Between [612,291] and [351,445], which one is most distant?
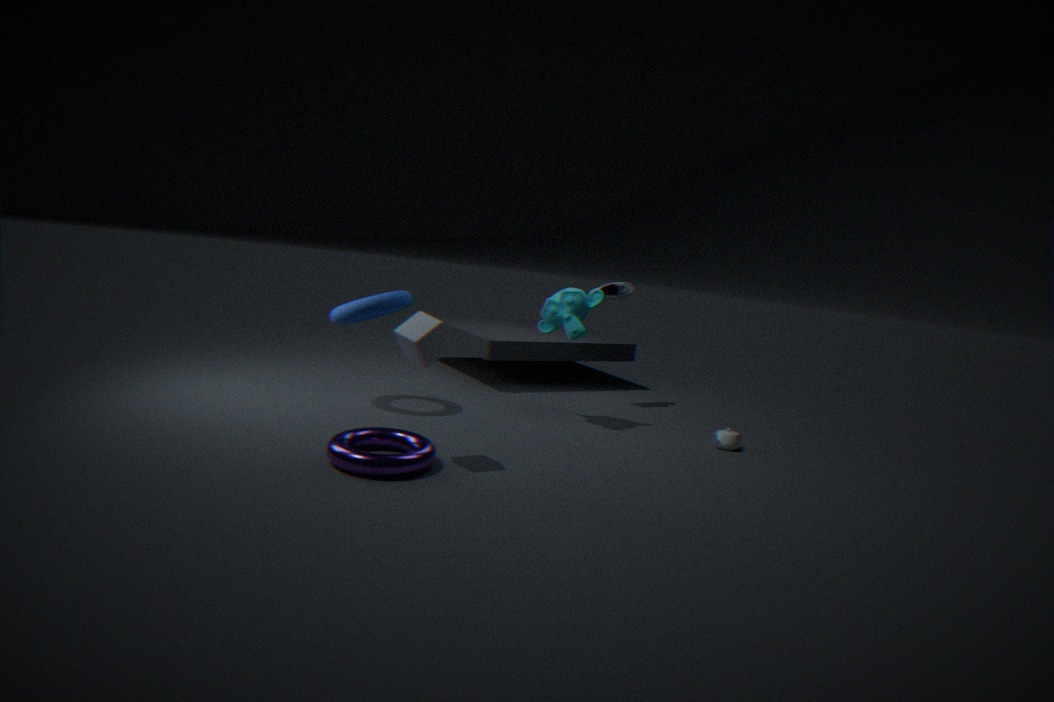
[612,291]
